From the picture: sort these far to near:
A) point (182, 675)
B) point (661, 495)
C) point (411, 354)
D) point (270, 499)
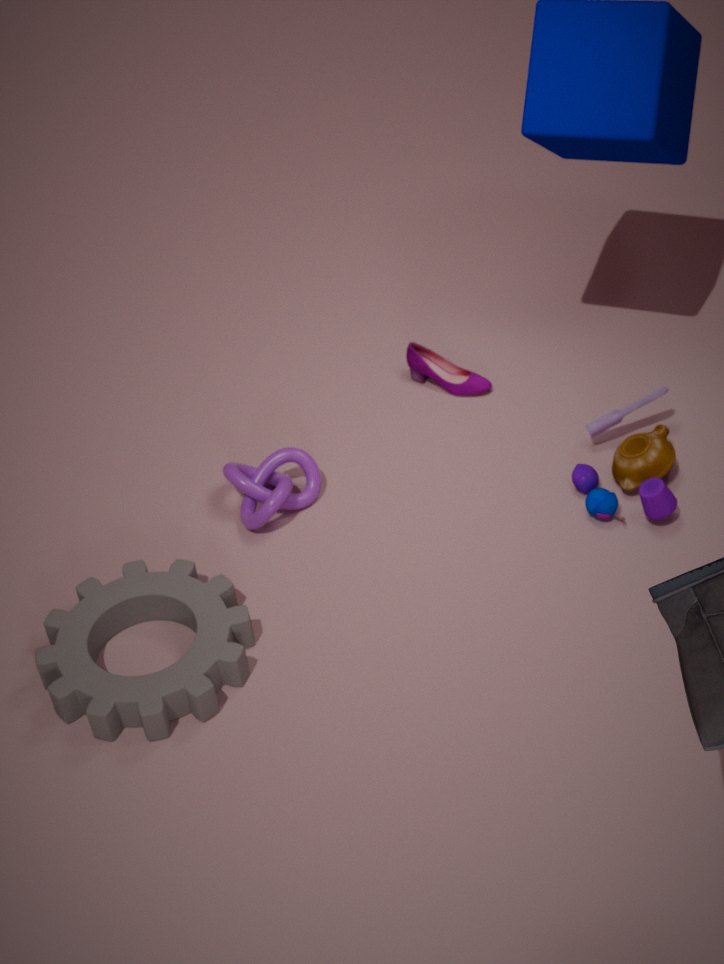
1. C. point (411, 354)
2. D. point (270, 499)
3. B. point (661, 495)
4. A. point (182, 675)
